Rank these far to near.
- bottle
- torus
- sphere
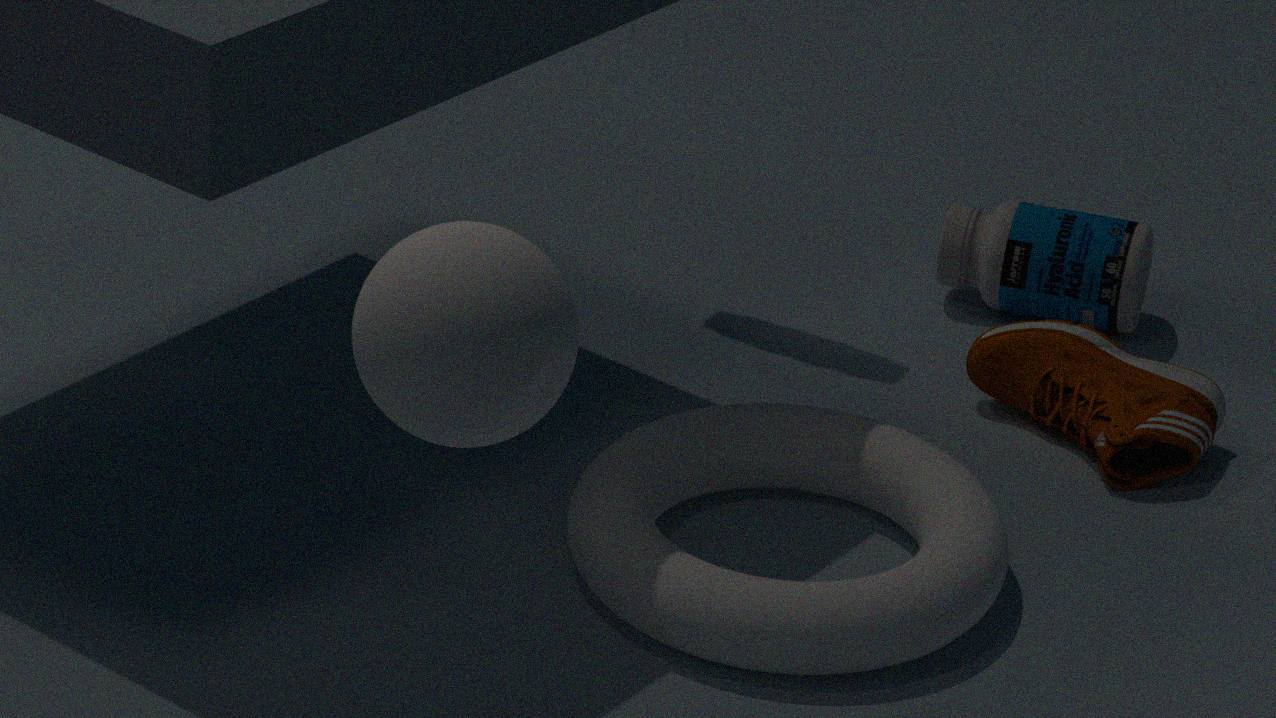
bottle, torus, sphere
